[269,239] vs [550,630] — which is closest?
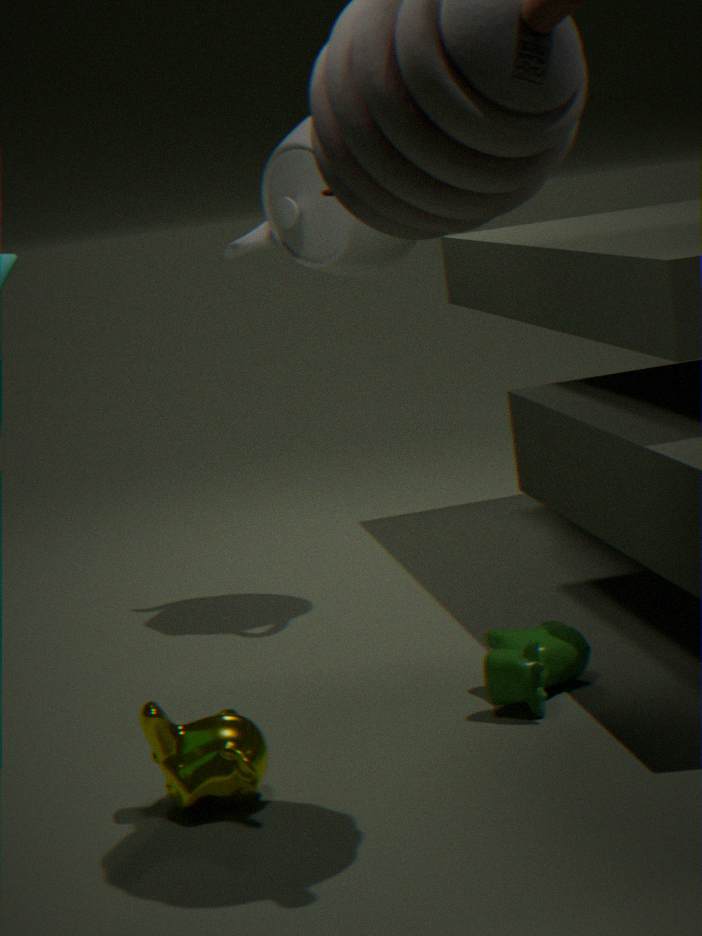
[550,630]
